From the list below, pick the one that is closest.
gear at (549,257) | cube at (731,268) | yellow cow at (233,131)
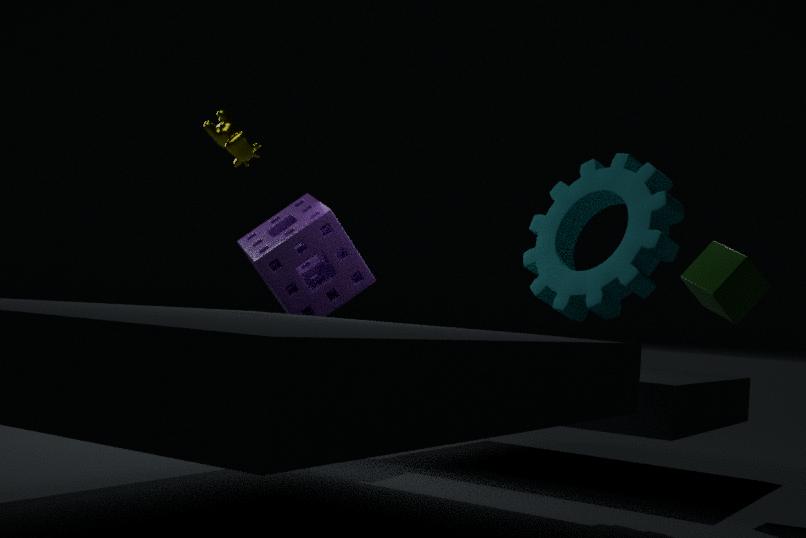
gear at (549,257)
